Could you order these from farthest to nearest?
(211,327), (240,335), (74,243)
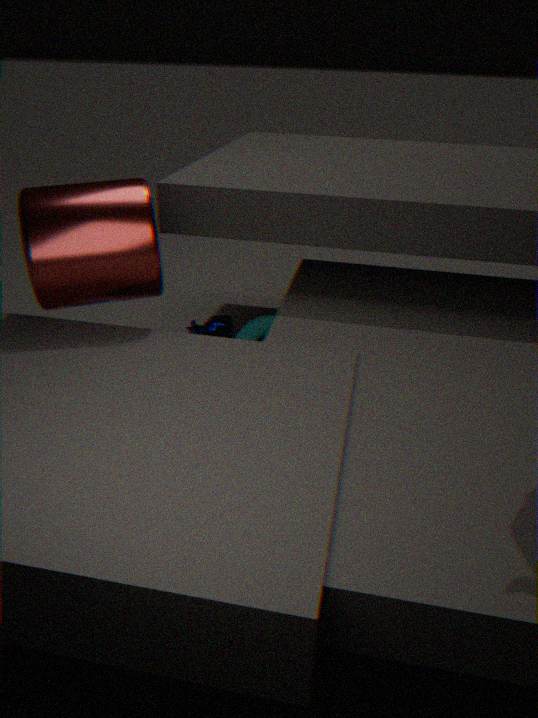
(211,327) → (240,335) → (74,243)
